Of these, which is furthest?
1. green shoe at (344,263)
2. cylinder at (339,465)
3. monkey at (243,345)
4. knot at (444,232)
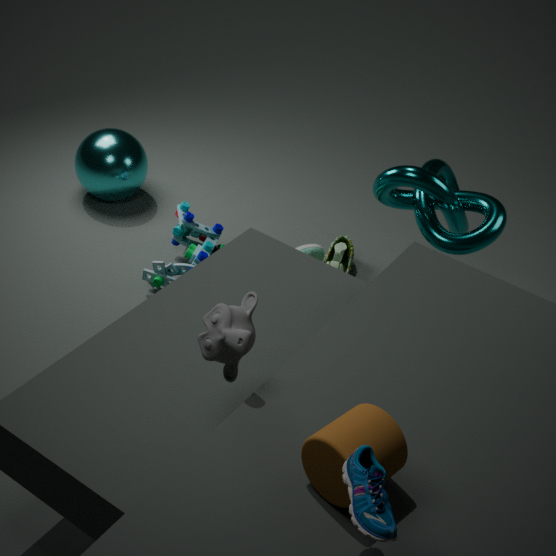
green shoe at (344,263)
